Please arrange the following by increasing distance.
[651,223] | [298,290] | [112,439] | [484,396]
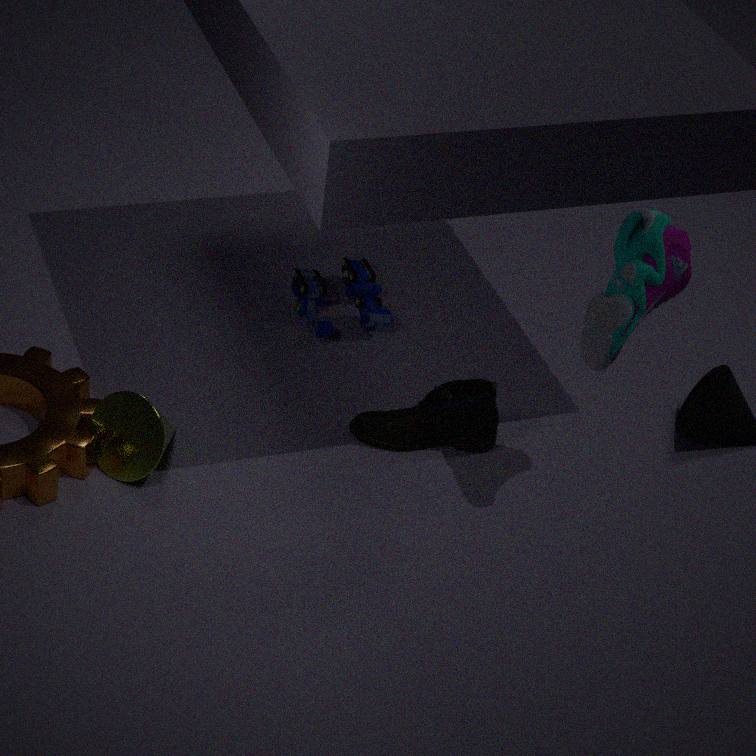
1. [651,223]
2. [112,439]
3. [484,396]
4. [298,290]
